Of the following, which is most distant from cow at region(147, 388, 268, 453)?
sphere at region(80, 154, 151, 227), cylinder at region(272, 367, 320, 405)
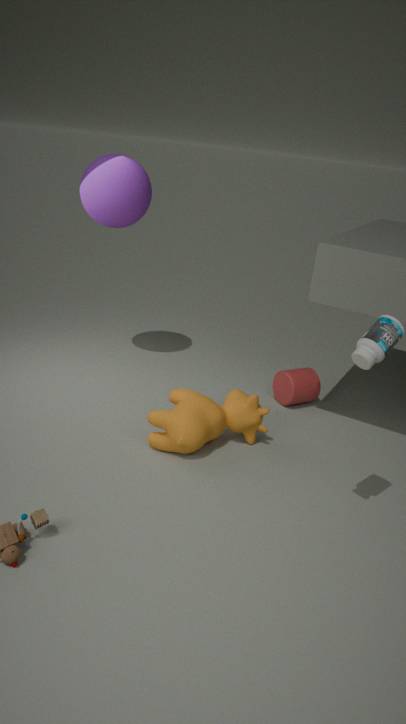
sphere at region(80, 154, 151, 227)
